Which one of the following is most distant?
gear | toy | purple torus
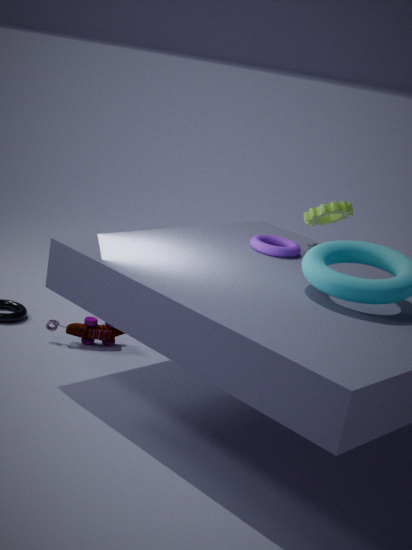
gear
